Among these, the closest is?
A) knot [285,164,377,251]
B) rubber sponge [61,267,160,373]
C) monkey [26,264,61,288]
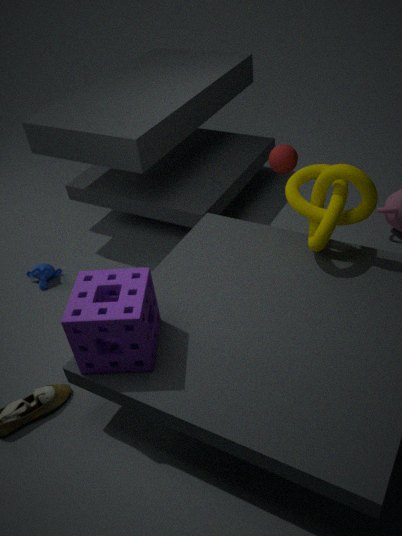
rubber sponge [61,267,160,373]
